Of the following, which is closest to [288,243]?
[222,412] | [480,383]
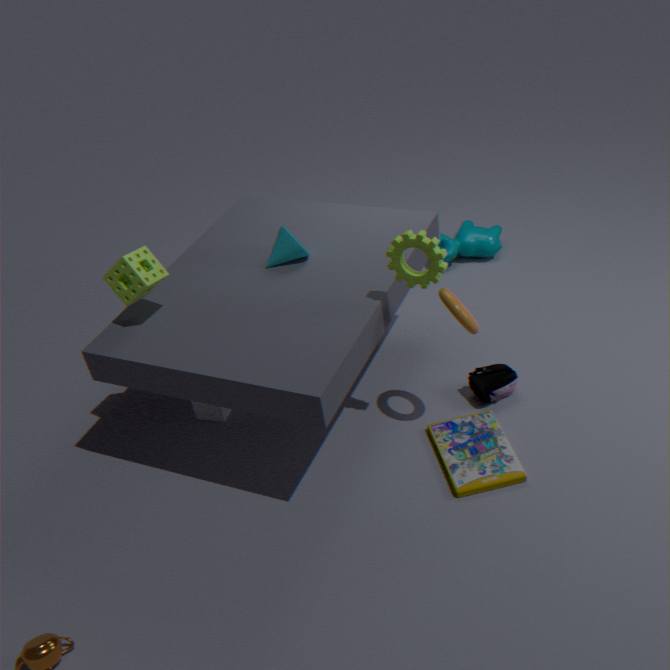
[222,412]
